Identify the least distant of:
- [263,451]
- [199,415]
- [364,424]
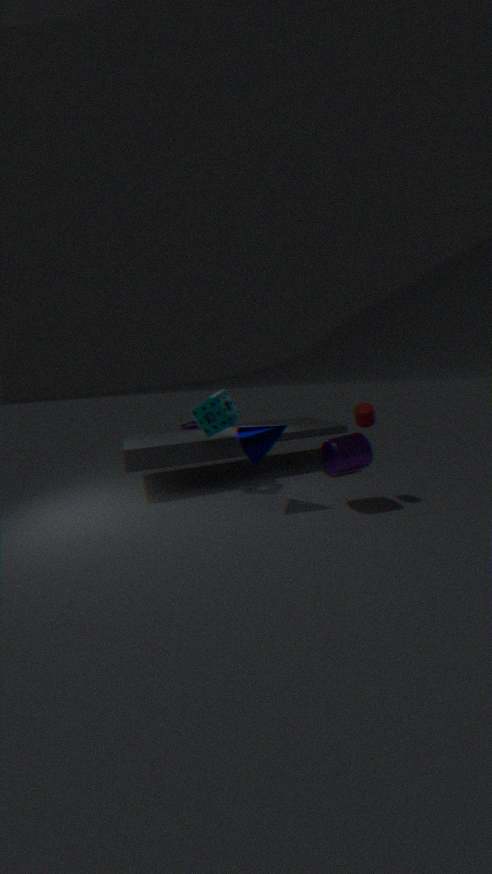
[263,451]
